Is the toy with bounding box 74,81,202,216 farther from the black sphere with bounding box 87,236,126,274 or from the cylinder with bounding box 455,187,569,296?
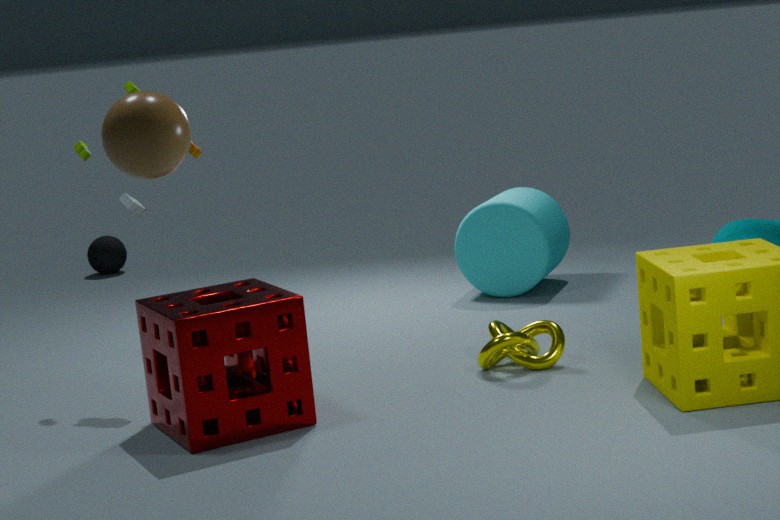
the black sphere with bounding box 87,236,126,274
